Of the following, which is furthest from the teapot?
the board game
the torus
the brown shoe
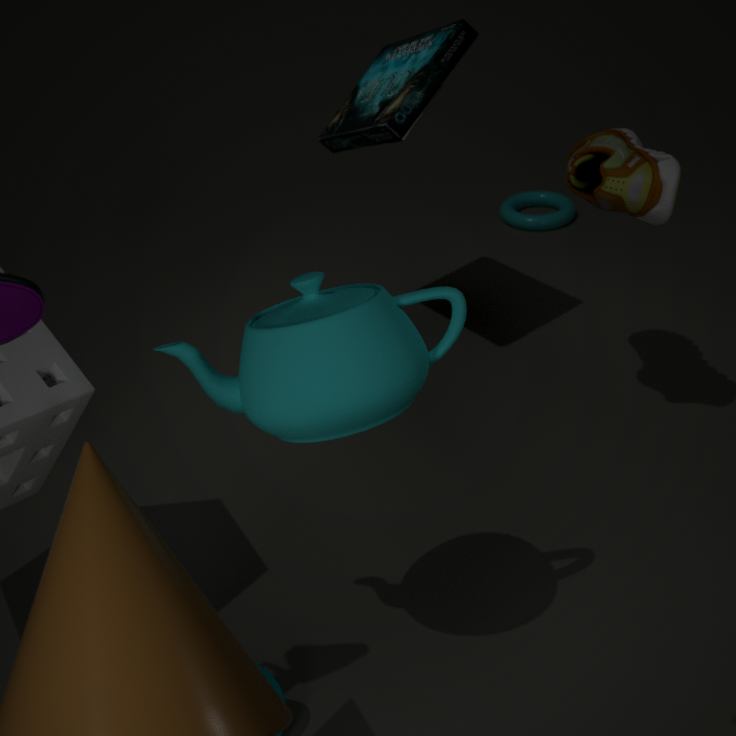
the torus
